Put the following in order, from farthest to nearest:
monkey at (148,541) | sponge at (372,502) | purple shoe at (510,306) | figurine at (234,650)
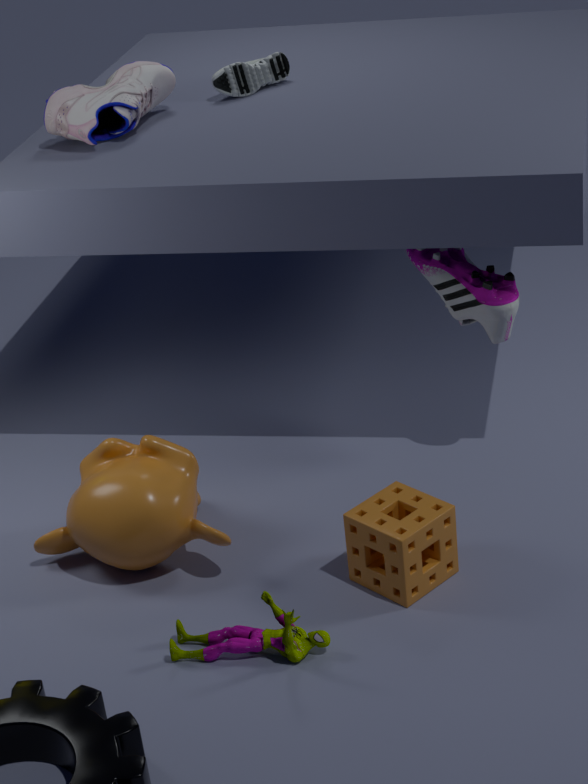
purple shoe at (510,306) < monkey at (148,541) < sponge at (372,502) < figurine at (234,650)
